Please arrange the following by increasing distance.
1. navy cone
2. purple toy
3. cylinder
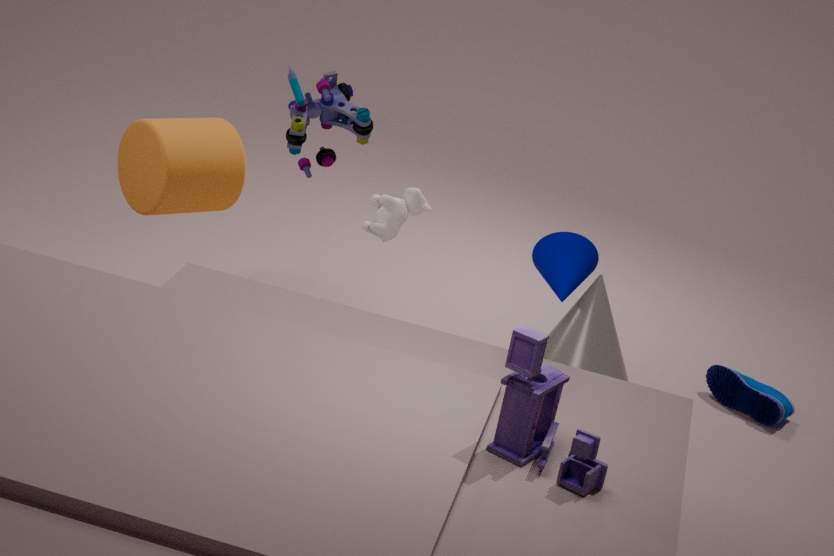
purple toy
navy cone
cylinder
